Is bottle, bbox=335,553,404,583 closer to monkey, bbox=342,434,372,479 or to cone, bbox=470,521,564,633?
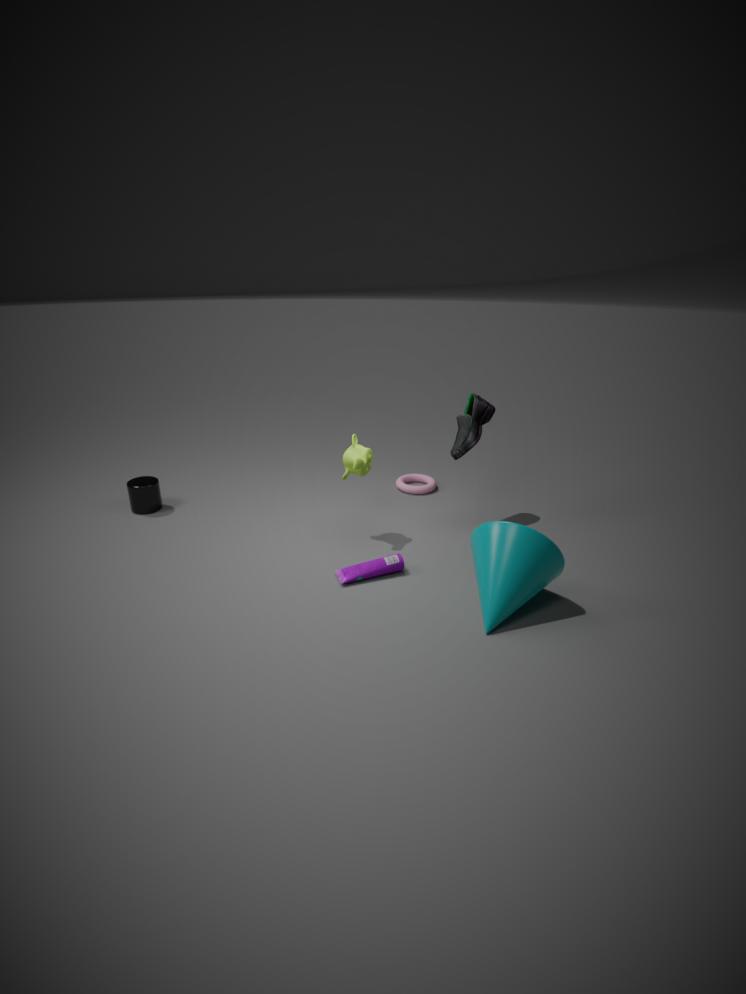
cone, bbox=470,521,564,633
